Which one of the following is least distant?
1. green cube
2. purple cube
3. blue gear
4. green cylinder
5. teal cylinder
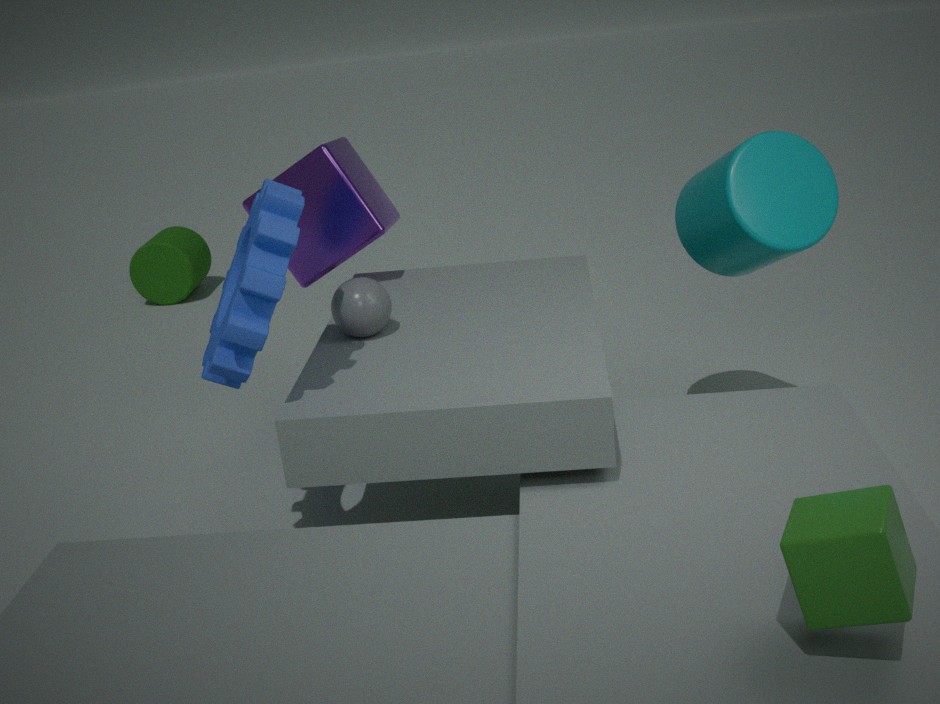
green cube
